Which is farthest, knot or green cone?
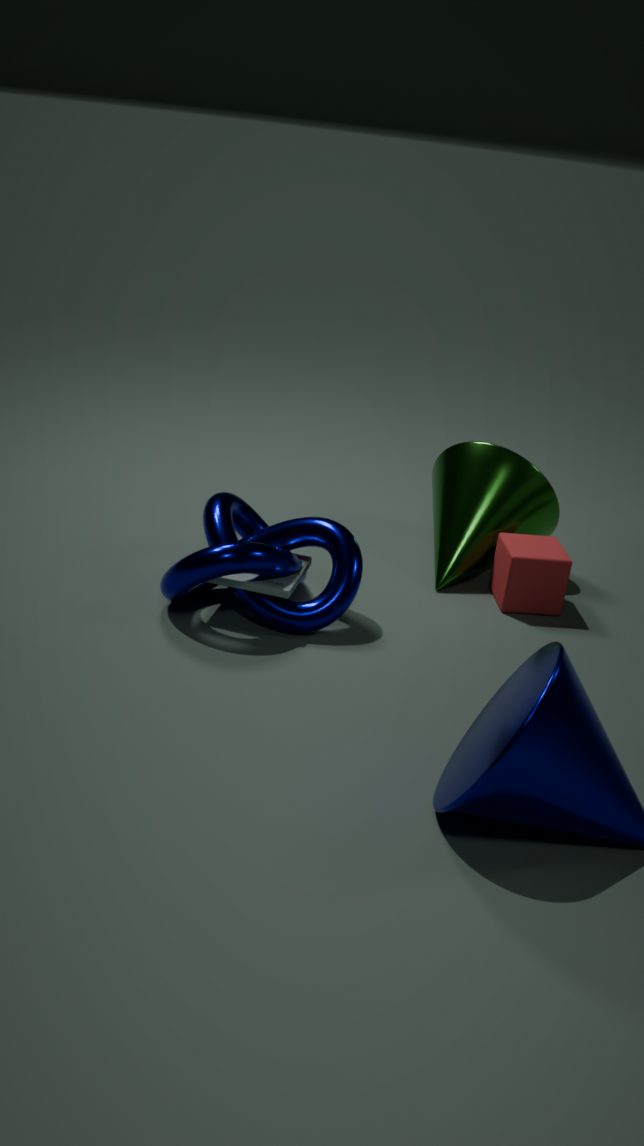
green cone
